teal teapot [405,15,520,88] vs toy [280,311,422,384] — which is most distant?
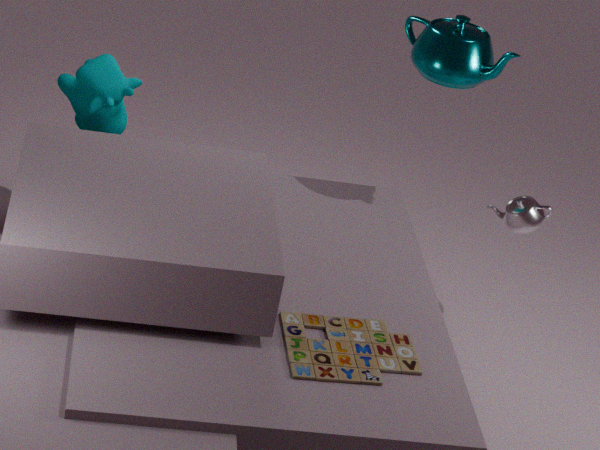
teal teapot [405,15,520,88]
